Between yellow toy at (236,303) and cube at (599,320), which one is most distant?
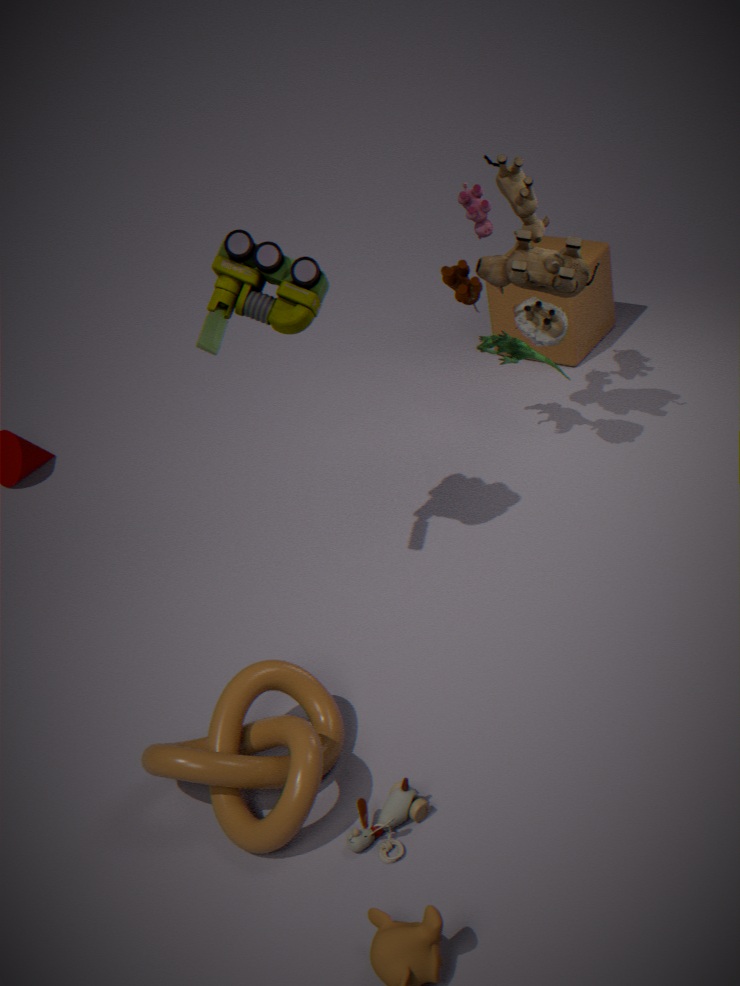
cube at (599,320)
